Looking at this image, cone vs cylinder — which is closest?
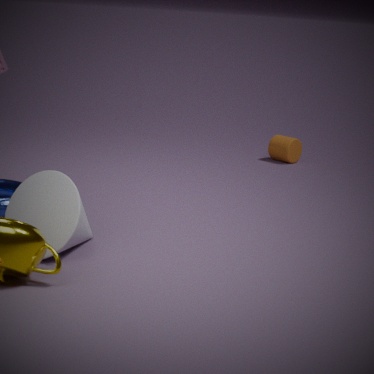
cone
